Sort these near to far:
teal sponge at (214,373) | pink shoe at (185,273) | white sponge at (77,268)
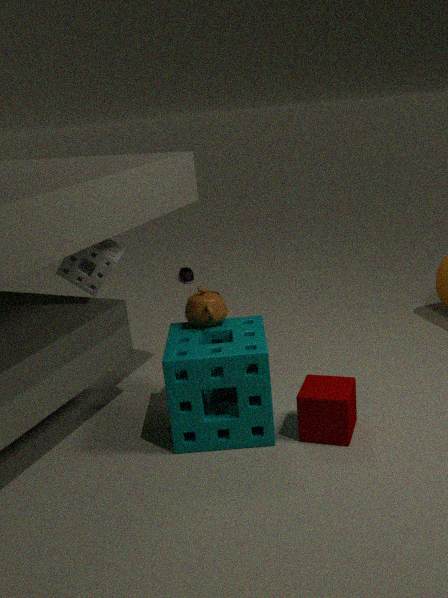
teal sponge at (214,373), white sponge at (77,268), pink shoe at (185,273)
